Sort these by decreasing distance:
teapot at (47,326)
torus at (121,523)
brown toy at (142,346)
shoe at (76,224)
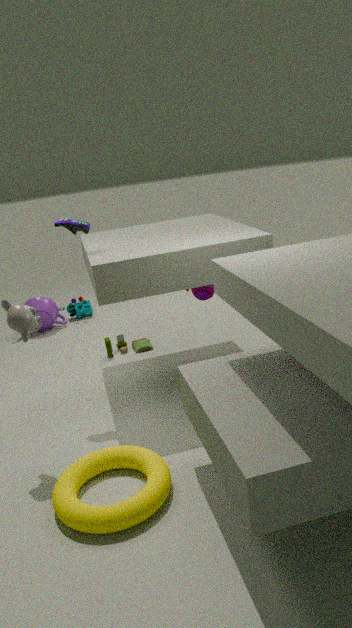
teapot at (47,326) < brown toy at (142,346) < shoe at (76,224) < torus at (121,523)
